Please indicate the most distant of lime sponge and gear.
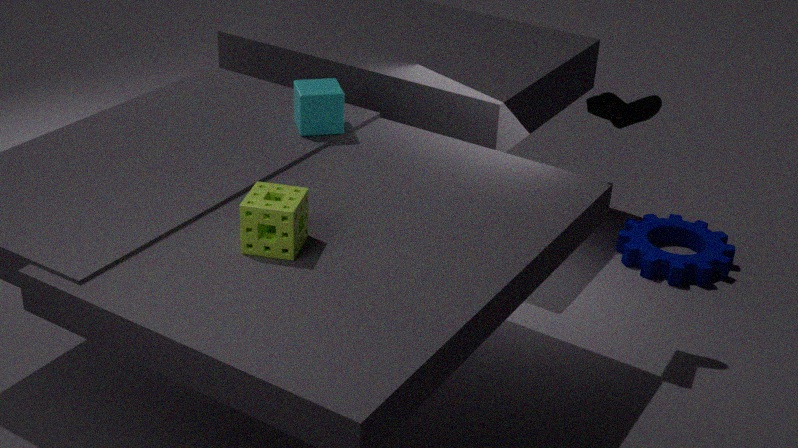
gear
